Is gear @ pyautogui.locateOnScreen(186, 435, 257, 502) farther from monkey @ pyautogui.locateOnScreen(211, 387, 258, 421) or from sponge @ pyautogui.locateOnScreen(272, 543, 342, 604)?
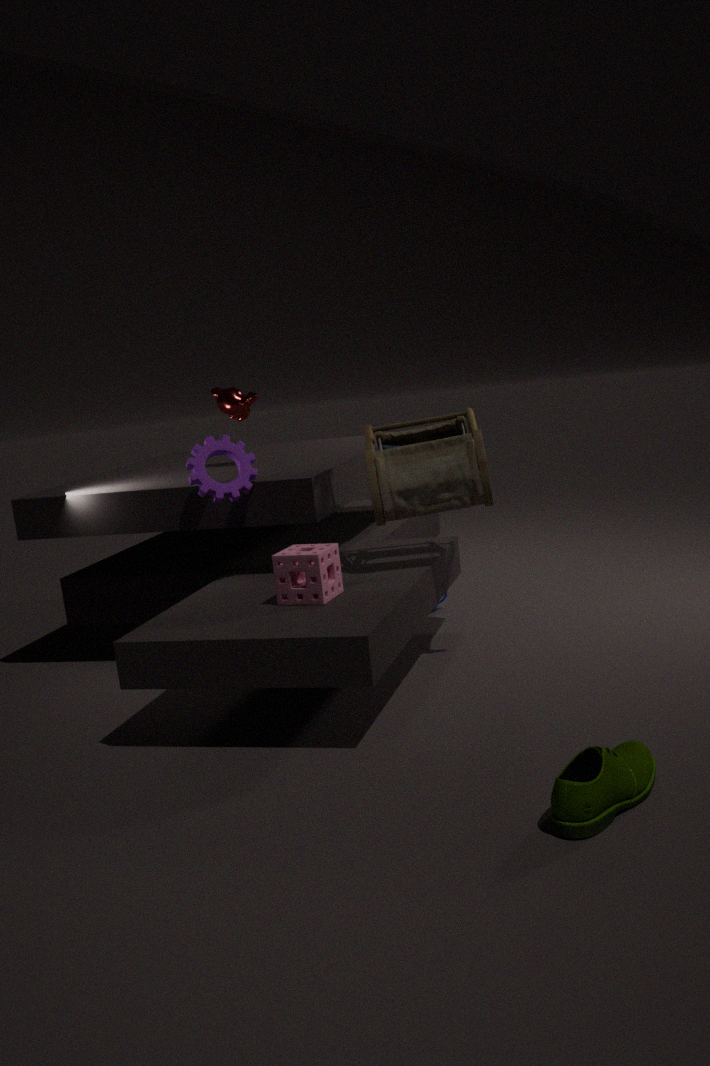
monkey @ pyautogui.locateOnScreen(211, 387, 258, 421)
